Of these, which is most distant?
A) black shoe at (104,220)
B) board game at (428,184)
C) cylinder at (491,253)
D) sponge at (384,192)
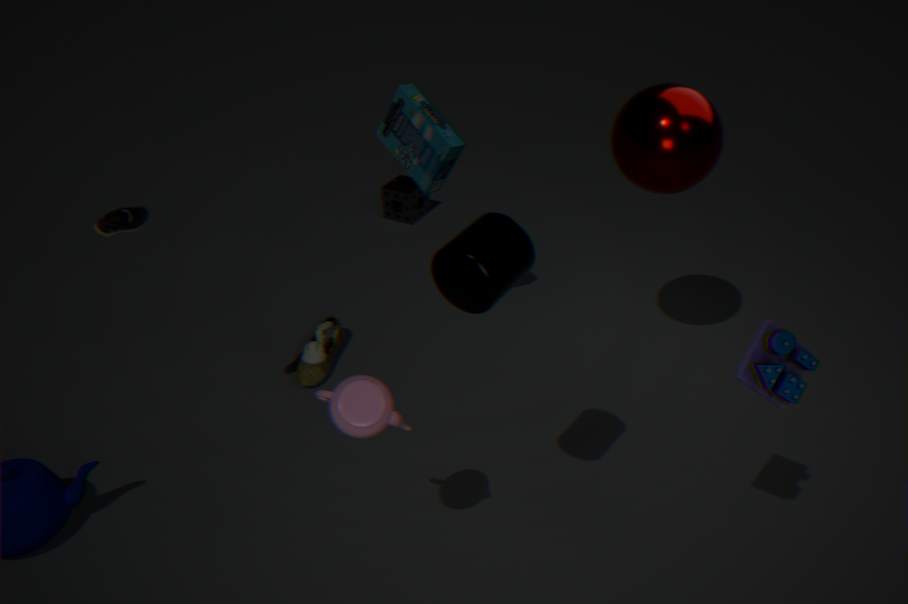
sponge at (384,192)
